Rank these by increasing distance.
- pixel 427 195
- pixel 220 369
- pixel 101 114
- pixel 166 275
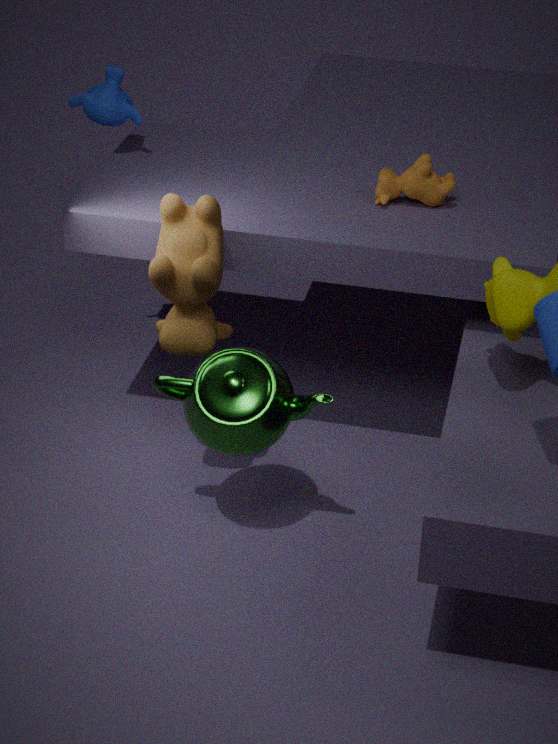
pixel 166 275, pixel 220 369, pixel 427 195, pixel 101 114
